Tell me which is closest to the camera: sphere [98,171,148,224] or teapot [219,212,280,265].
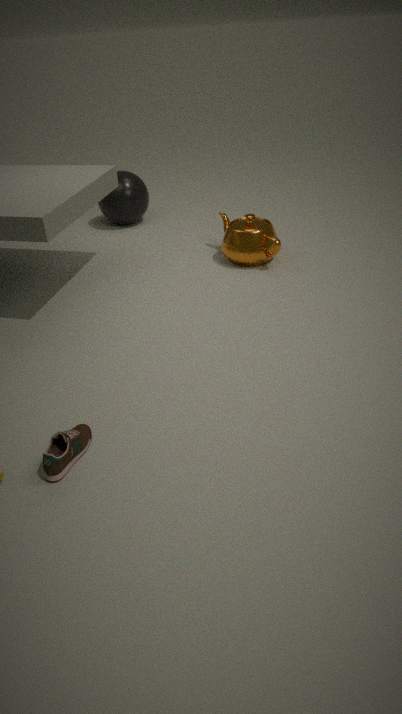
teapot [219,212,280,265]
